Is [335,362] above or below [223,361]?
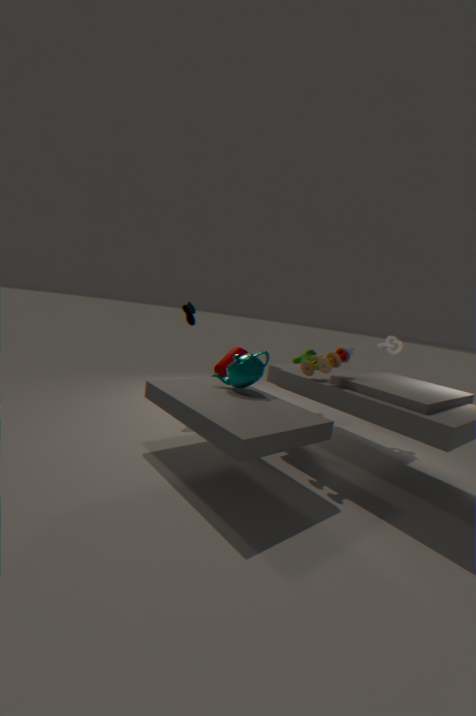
above
